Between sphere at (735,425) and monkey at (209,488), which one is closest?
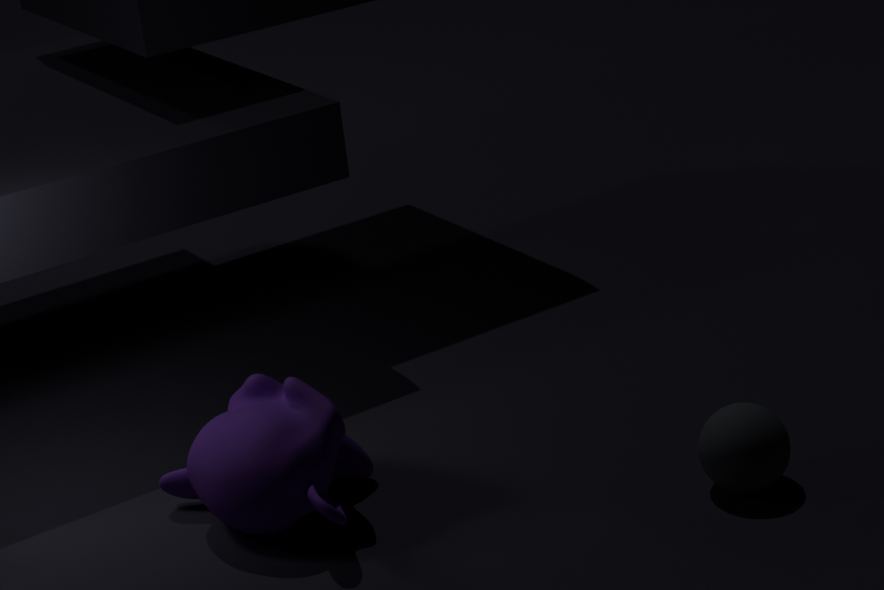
→ monkey at (209,488)
